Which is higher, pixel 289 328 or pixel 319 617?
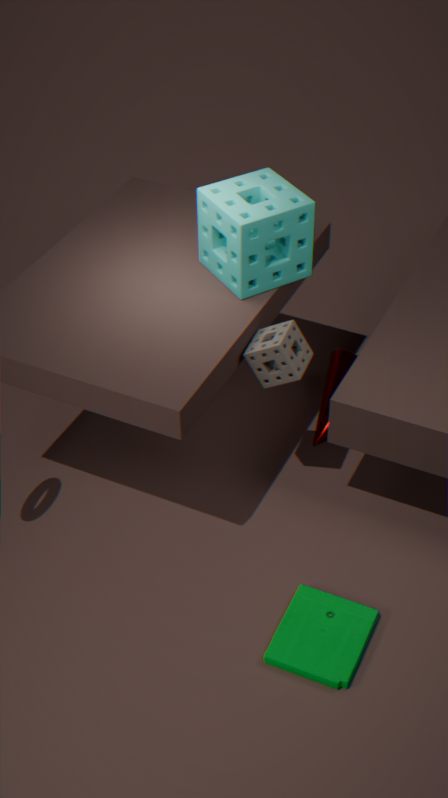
pixel 289 328
